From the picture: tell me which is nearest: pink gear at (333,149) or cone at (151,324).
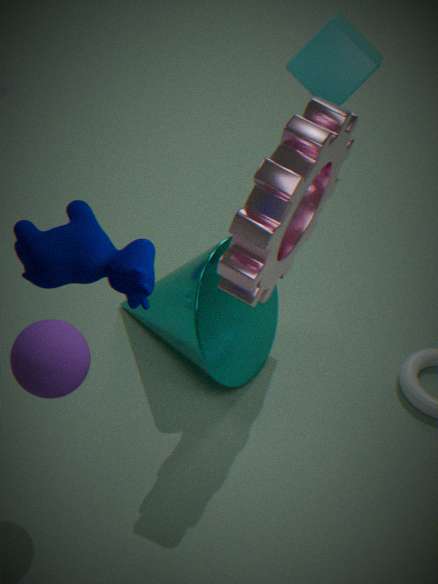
pink gear at (333,149)
